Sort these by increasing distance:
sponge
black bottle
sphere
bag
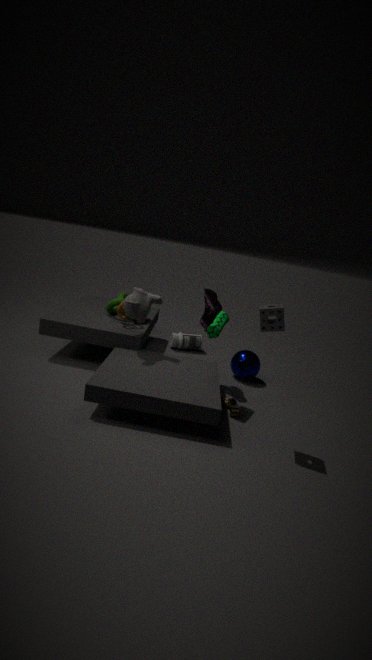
1. sponge
2. bag
3. sphere
4. black bottle
